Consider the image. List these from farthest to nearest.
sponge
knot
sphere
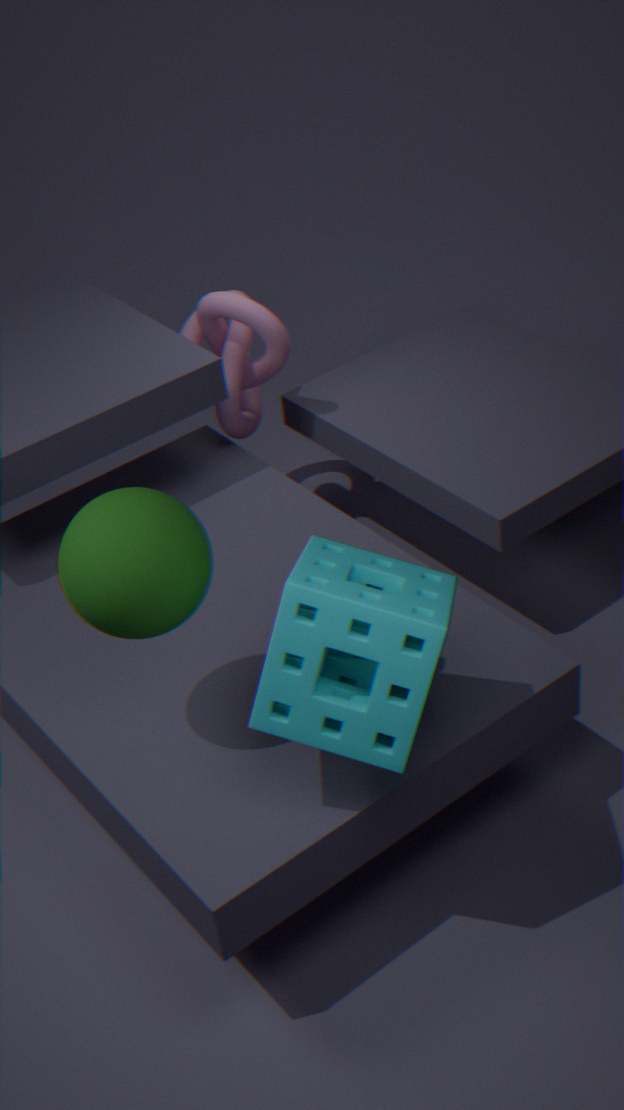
knot < sphere < sponge
